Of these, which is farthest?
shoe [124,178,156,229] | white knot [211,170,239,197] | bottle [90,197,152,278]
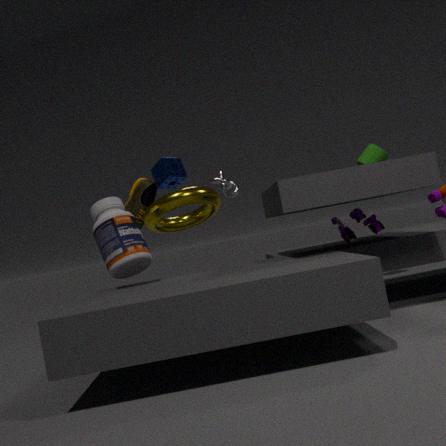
white knot [211,170,239,197]
